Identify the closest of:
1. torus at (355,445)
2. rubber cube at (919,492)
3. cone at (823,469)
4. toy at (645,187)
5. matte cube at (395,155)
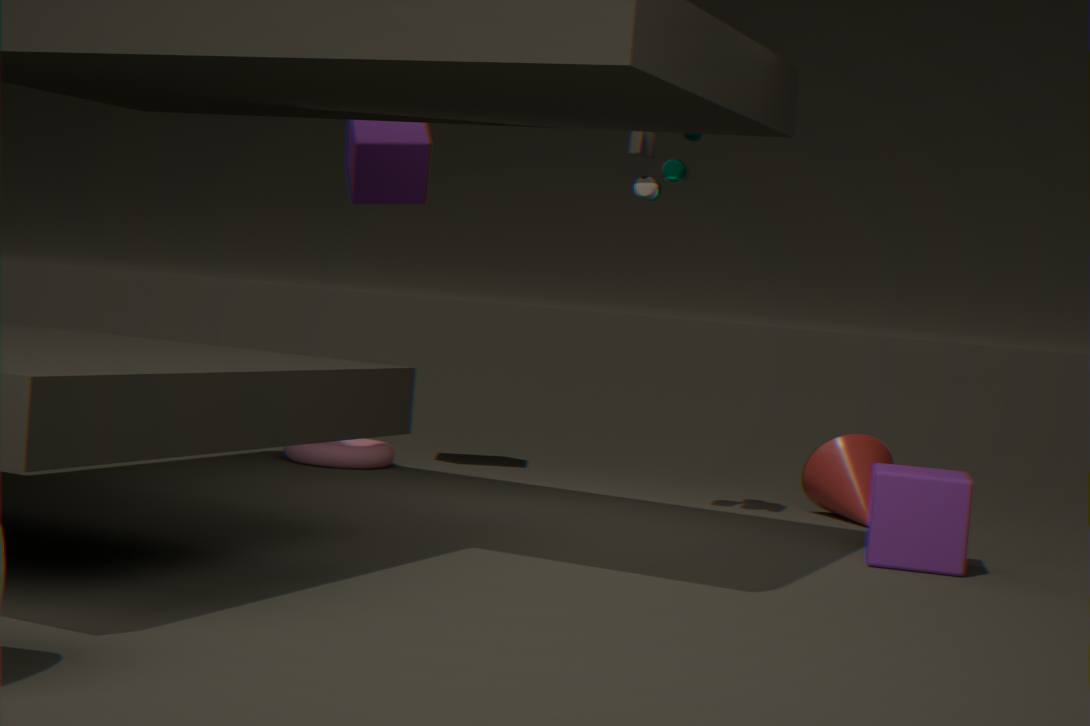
rubber cube at (919,492)
